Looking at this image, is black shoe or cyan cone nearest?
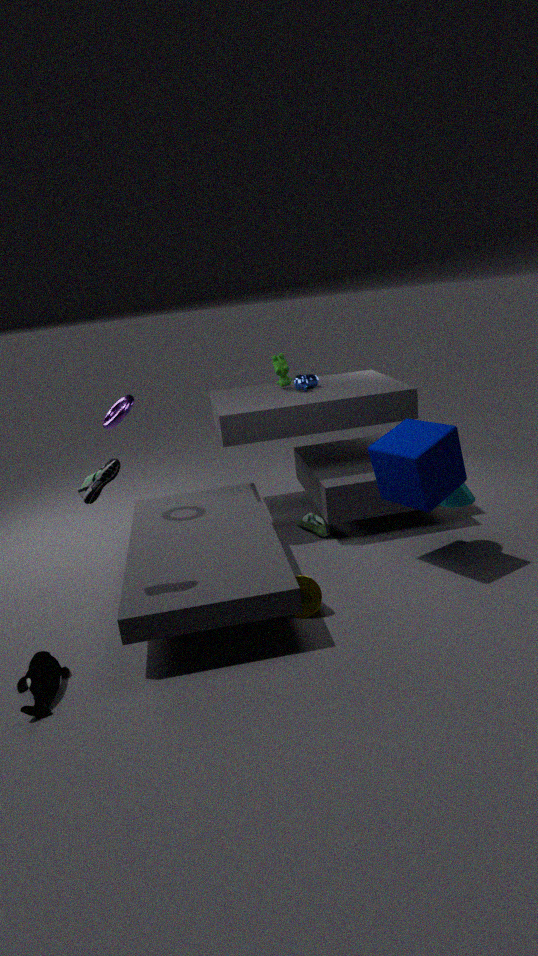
black shoe
